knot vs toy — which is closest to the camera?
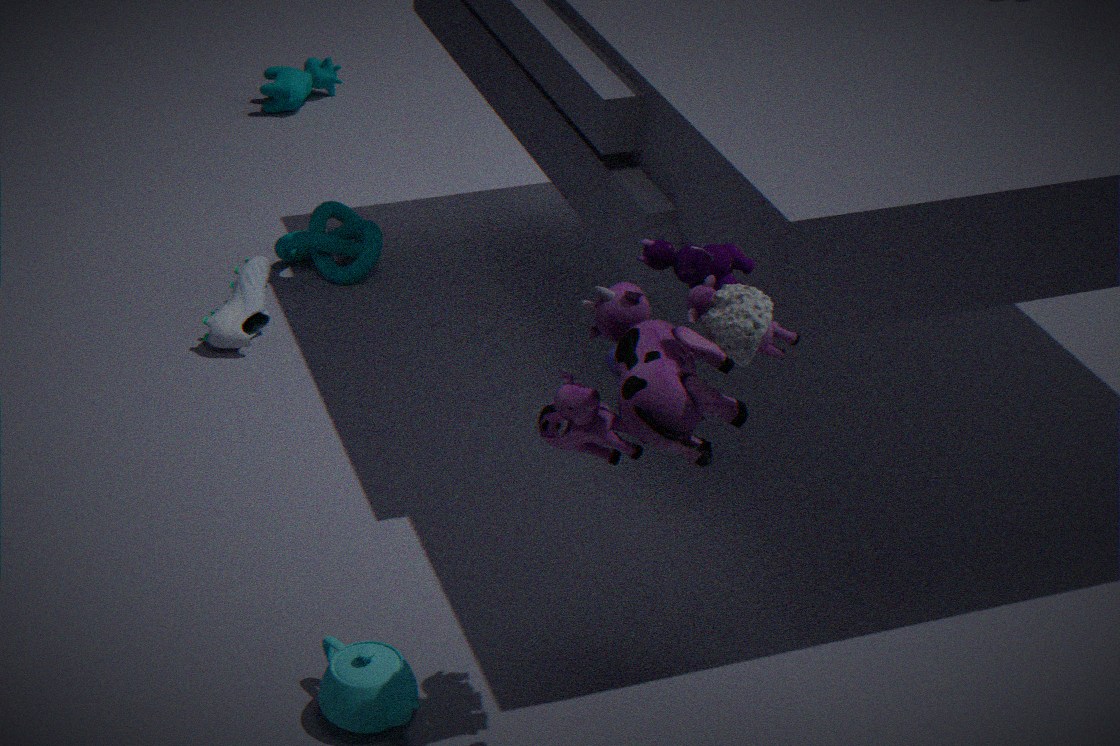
toy
